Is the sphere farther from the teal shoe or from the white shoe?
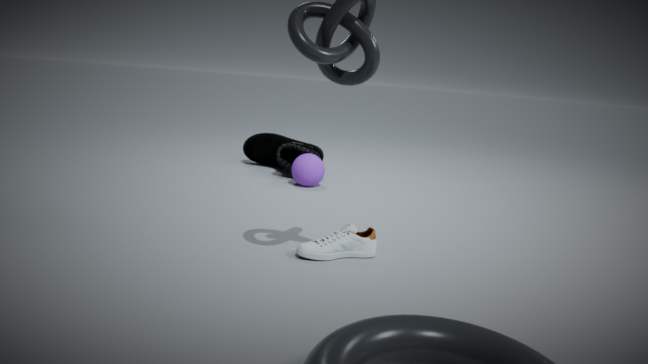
the white shoe
